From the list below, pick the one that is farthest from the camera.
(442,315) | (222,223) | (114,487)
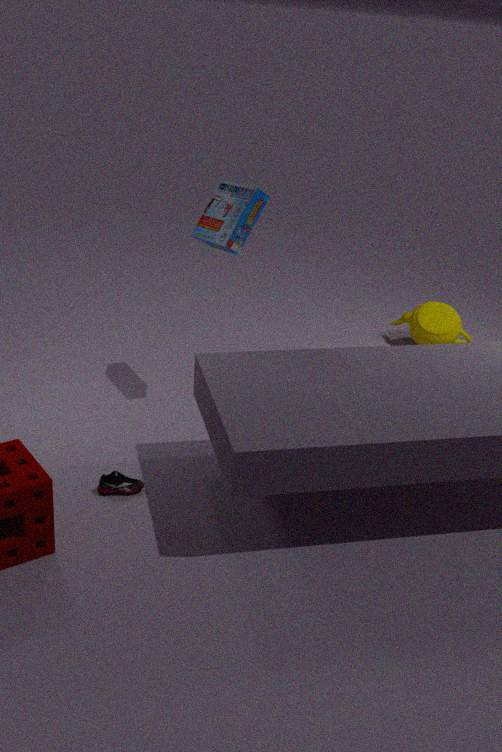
(442,315)
